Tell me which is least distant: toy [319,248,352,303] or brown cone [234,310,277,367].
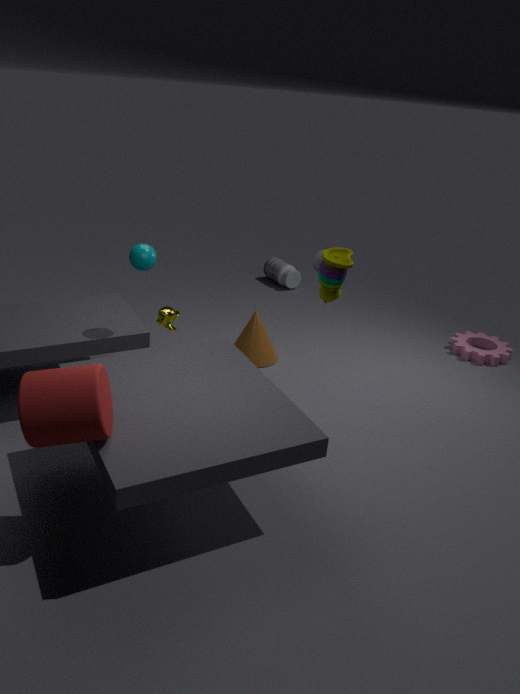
toy [319,248,352,303]
